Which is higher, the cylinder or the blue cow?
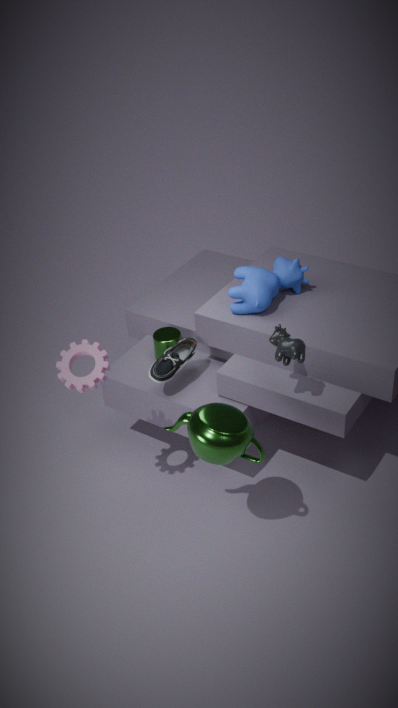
the blue cow
